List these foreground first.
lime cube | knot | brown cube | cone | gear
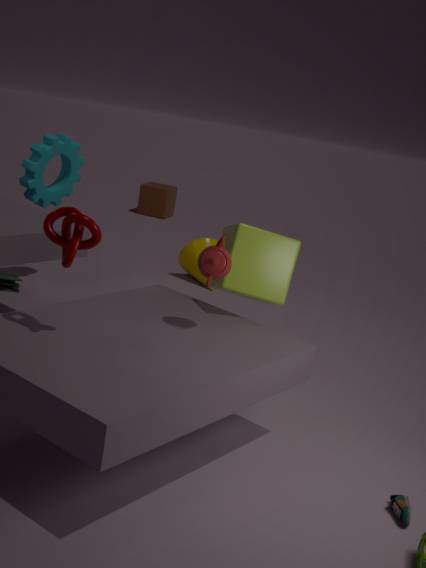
knot, lime cube, gear, cone, brown cube
